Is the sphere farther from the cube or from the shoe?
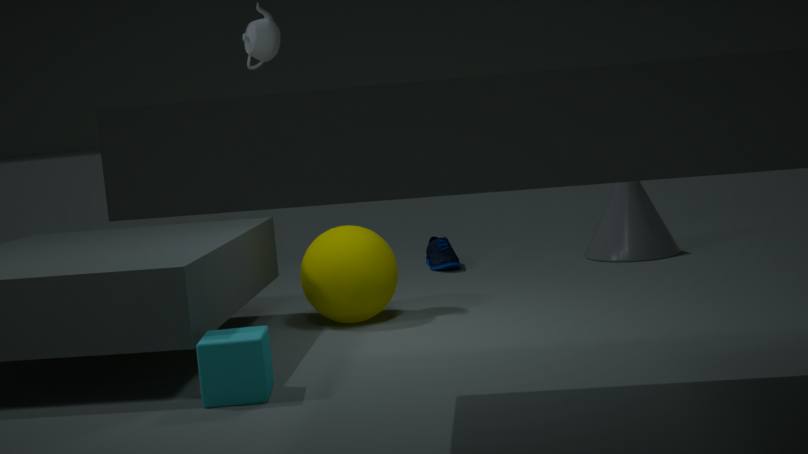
the shoe
